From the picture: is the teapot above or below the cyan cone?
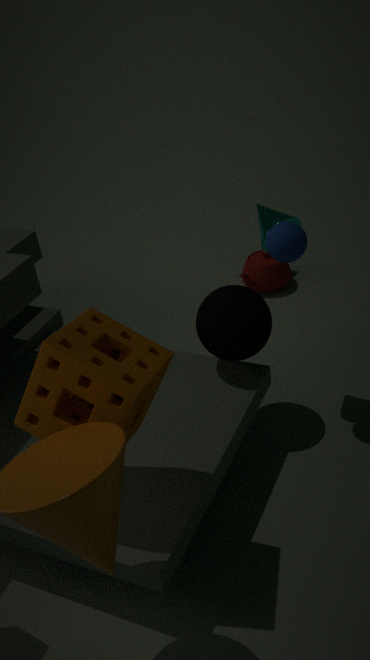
below
